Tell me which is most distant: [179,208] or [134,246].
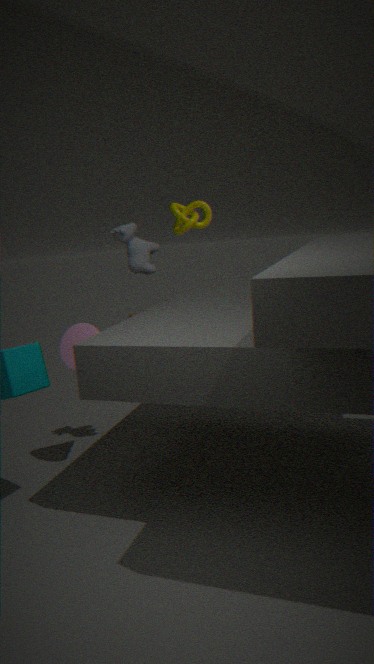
[179,208]
